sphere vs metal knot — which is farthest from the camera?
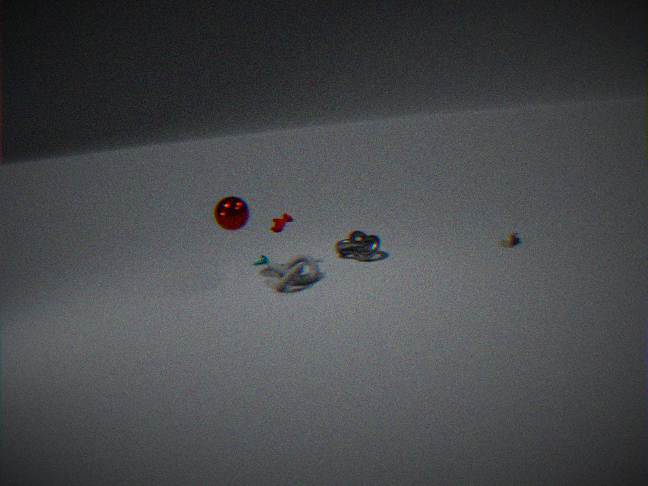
metal knot
